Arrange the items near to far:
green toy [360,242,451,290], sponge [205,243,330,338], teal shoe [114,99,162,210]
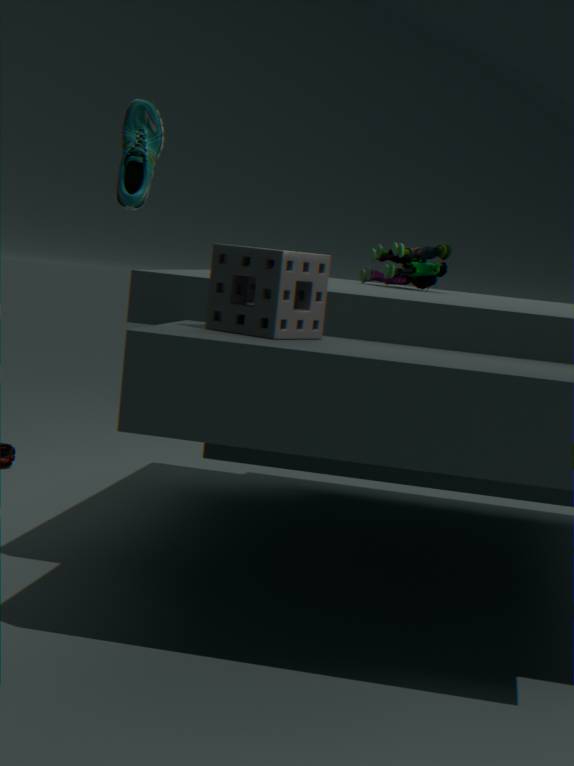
sponge [205,243,330,338]
teal shoe [114,99,162,210]
green toy [360,242,451,290]
